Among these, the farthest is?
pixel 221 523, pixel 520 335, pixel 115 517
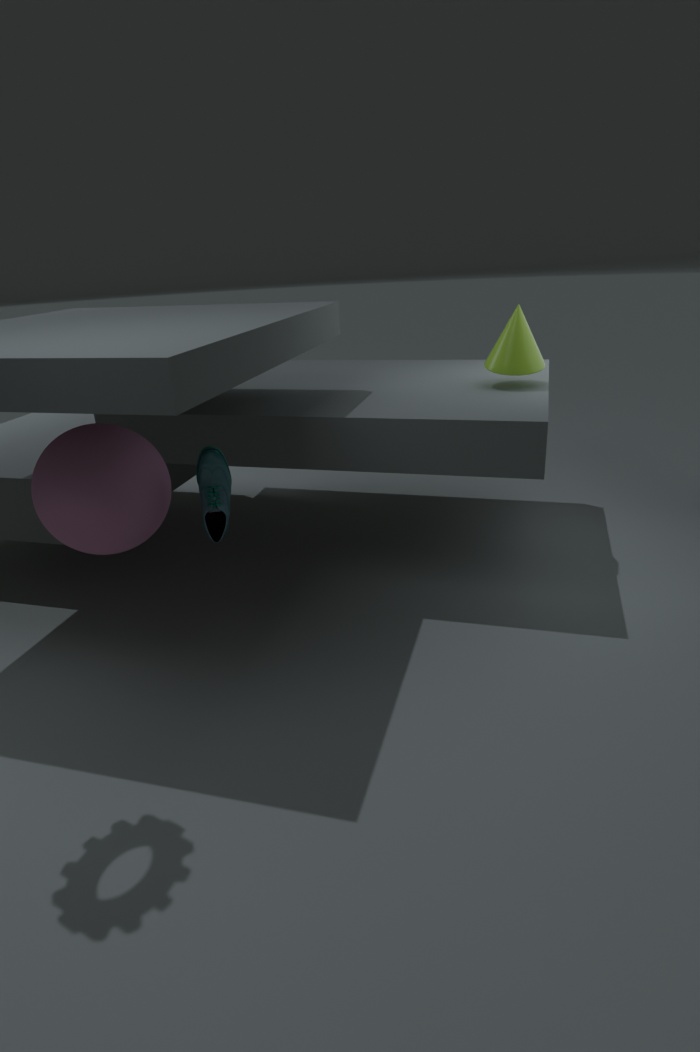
pixel 520 335
